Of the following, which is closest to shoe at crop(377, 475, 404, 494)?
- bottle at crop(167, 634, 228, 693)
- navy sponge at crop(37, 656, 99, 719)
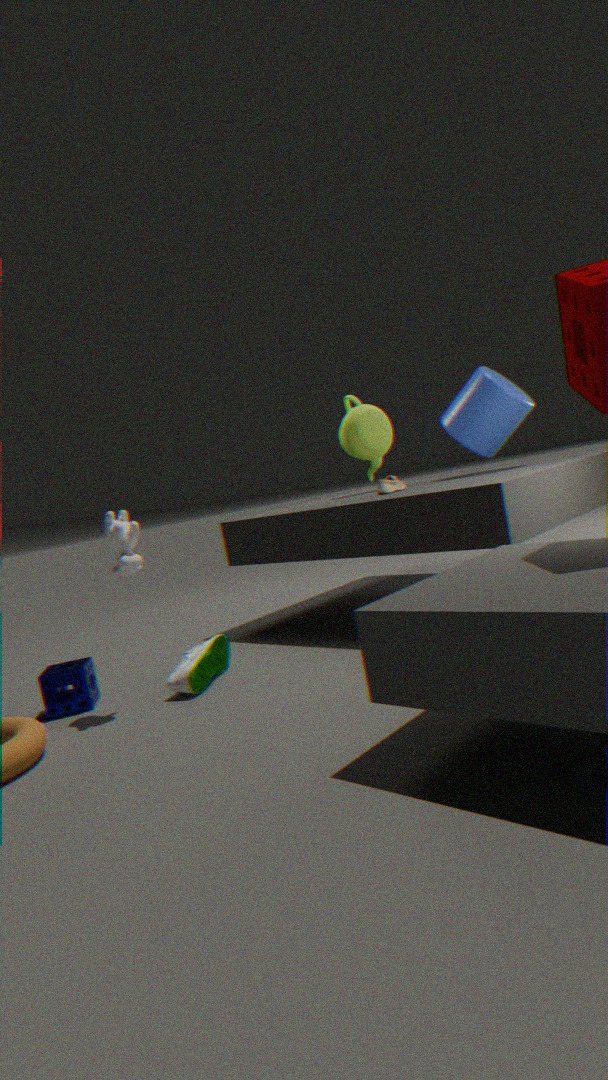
bottle at crop(167, 634, 228, 693)
